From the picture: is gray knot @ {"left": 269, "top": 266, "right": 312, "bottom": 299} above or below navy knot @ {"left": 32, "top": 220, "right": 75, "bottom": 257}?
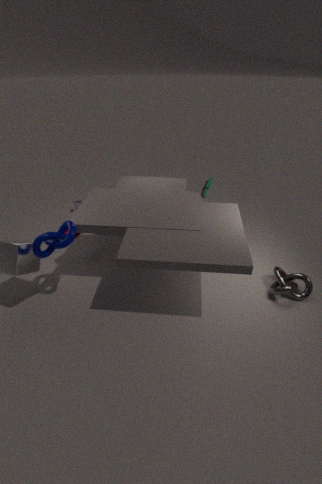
below
